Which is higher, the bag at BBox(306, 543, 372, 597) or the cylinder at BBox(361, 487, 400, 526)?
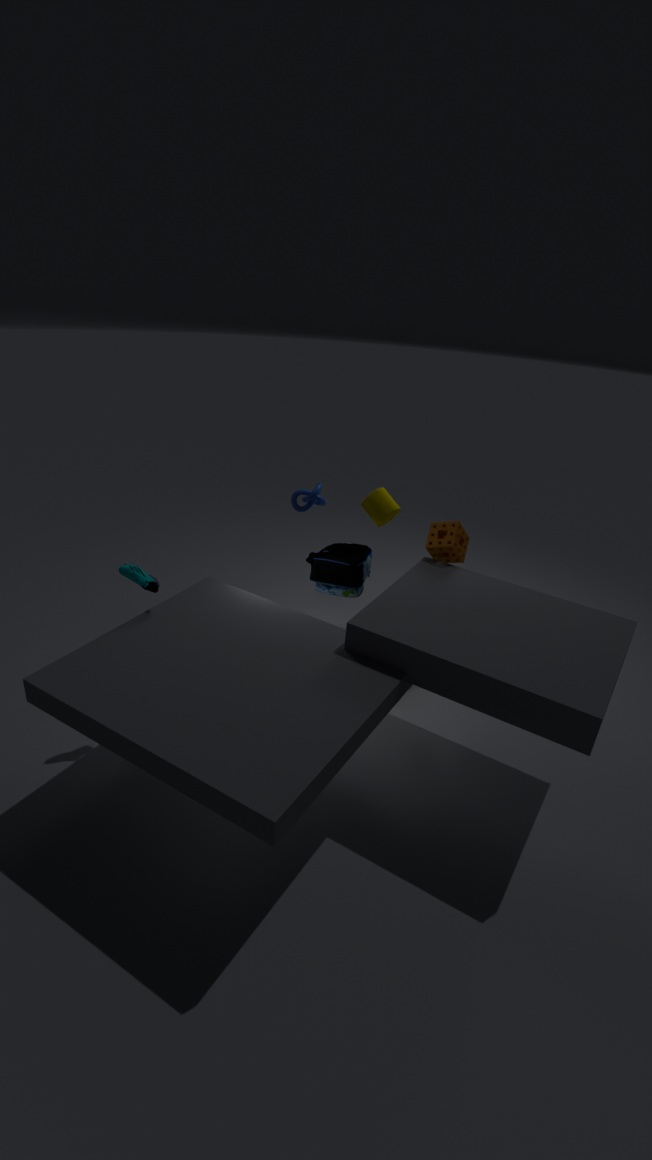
the cylinder at BBox(361, 487, 400, 526)
